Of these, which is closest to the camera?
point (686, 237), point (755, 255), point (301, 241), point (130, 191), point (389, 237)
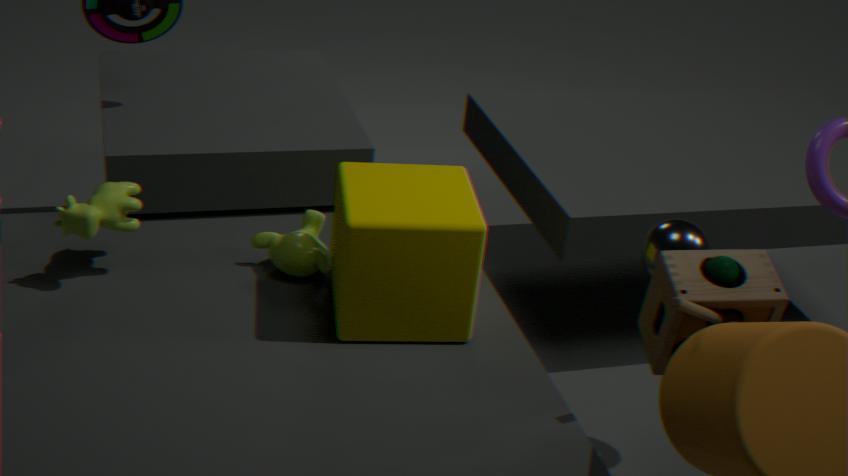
point (389, 237)
